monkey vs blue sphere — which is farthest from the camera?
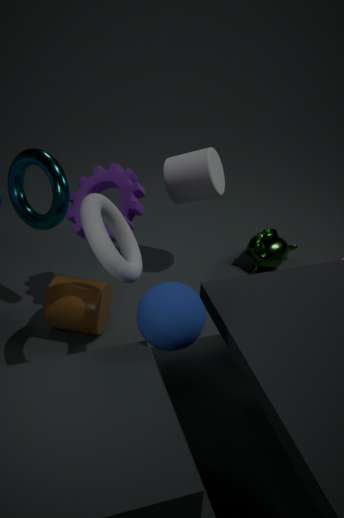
monkey
